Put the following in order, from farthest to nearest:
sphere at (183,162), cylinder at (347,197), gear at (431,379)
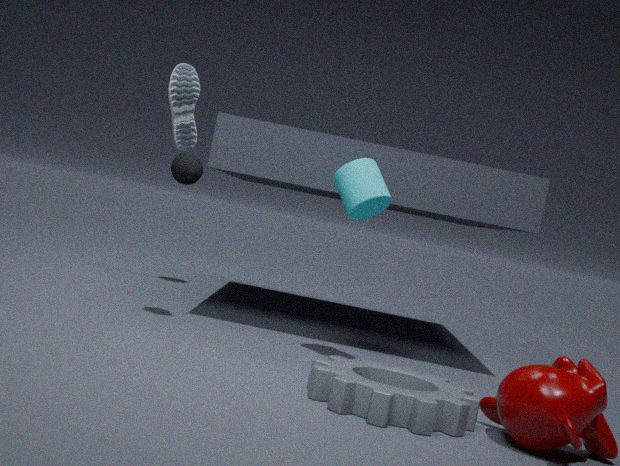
sphere at (183,162) → cylinder at (347,197) → gear at (431,379)
